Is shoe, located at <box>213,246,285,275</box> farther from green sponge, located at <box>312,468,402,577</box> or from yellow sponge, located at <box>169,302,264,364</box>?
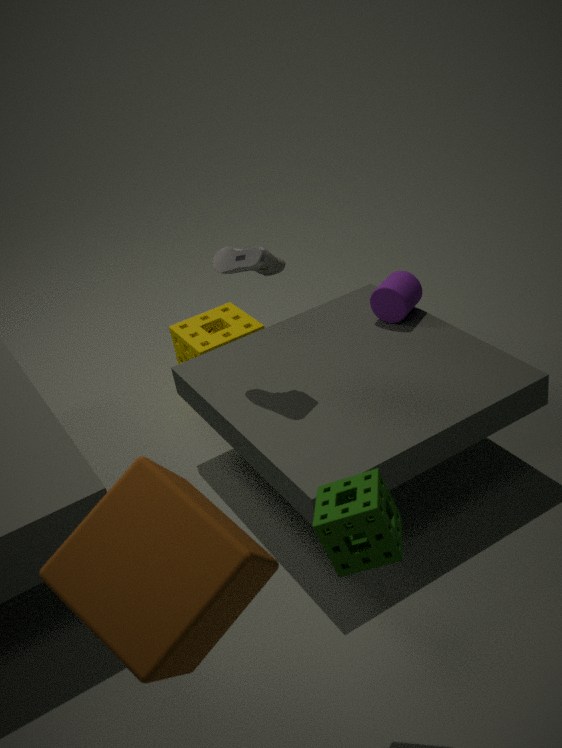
green sponge, located at <box>312,468,402,577</box>
